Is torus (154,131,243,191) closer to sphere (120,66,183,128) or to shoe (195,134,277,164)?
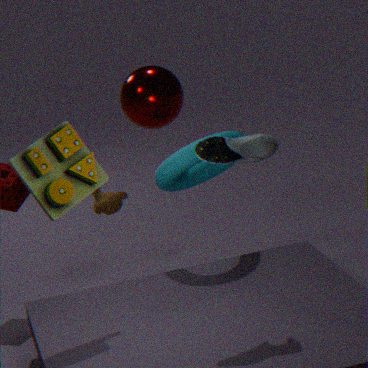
sphere (120,66,183,128)
